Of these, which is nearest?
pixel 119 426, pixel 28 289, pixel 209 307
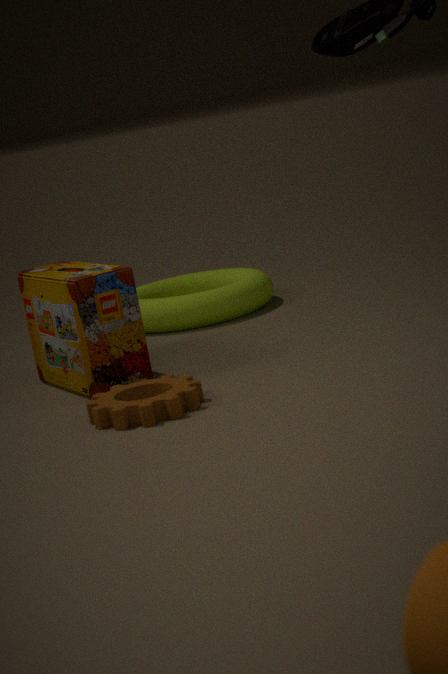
pixel 119 426
